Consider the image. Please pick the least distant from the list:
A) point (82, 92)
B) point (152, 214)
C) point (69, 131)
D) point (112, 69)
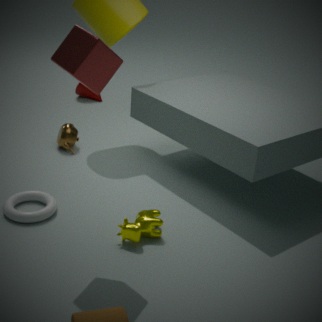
point (112, 69)
